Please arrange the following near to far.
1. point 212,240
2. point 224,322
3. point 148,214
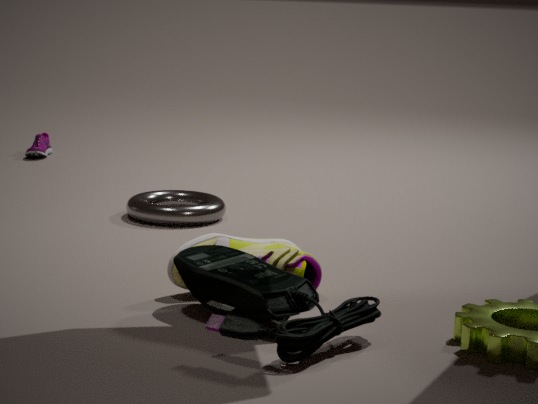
point 224,322, point 212,240, point 148,214
